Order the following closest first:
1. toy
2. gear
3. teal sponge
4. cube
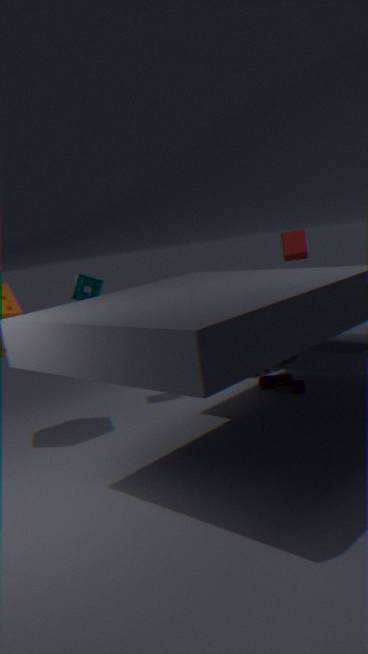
1. gear
2. teal sponge
3. toy
4. cube
